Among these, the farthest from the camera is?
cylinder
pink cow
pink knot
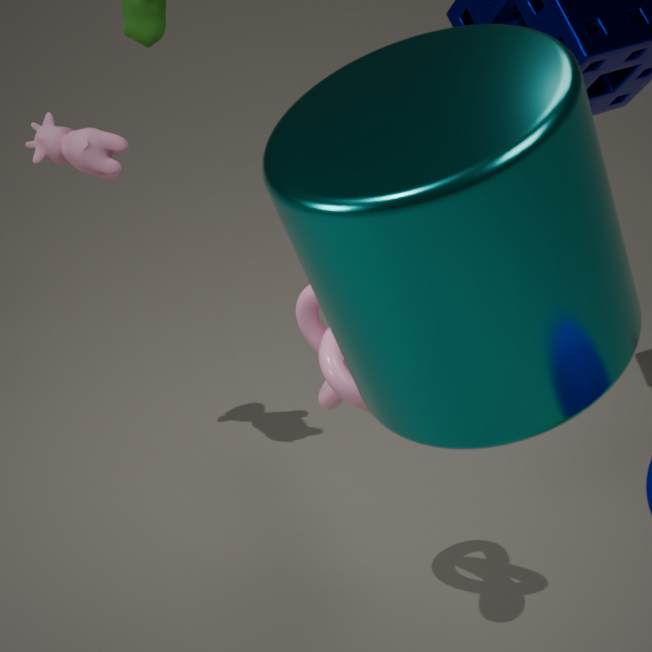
pink cow
